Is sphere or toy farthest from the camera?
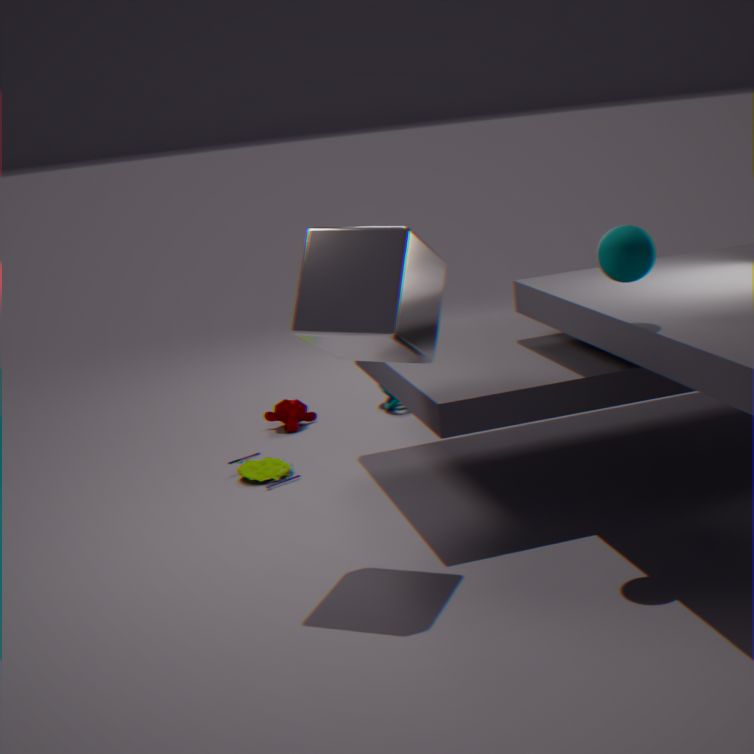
toy
